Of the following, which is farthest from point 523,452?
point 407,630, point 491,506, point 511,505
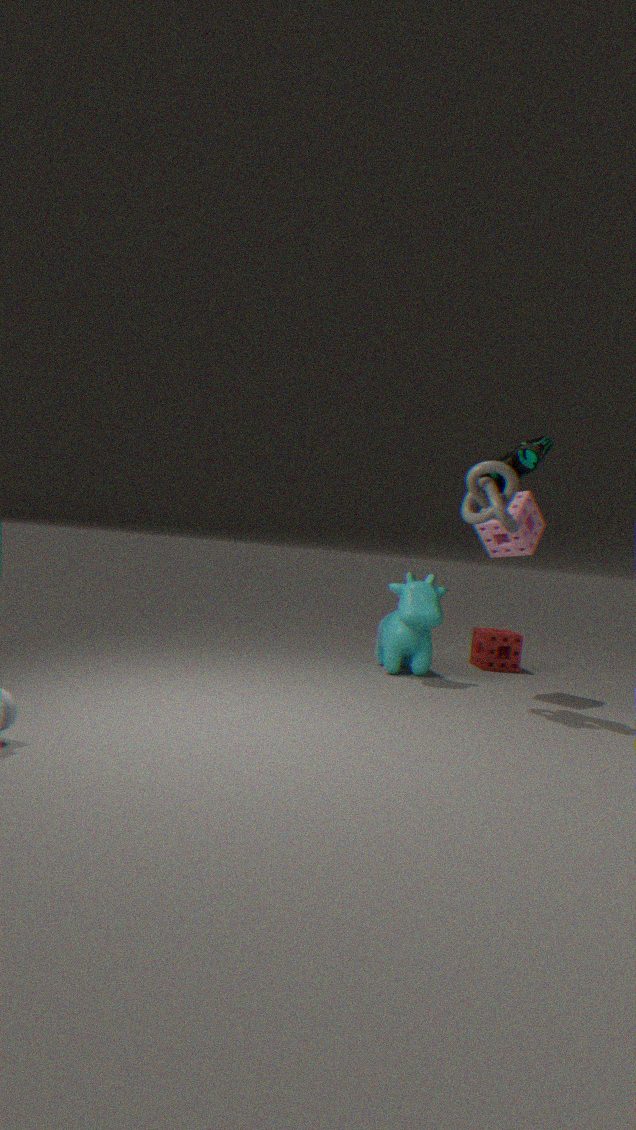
point 407,630
